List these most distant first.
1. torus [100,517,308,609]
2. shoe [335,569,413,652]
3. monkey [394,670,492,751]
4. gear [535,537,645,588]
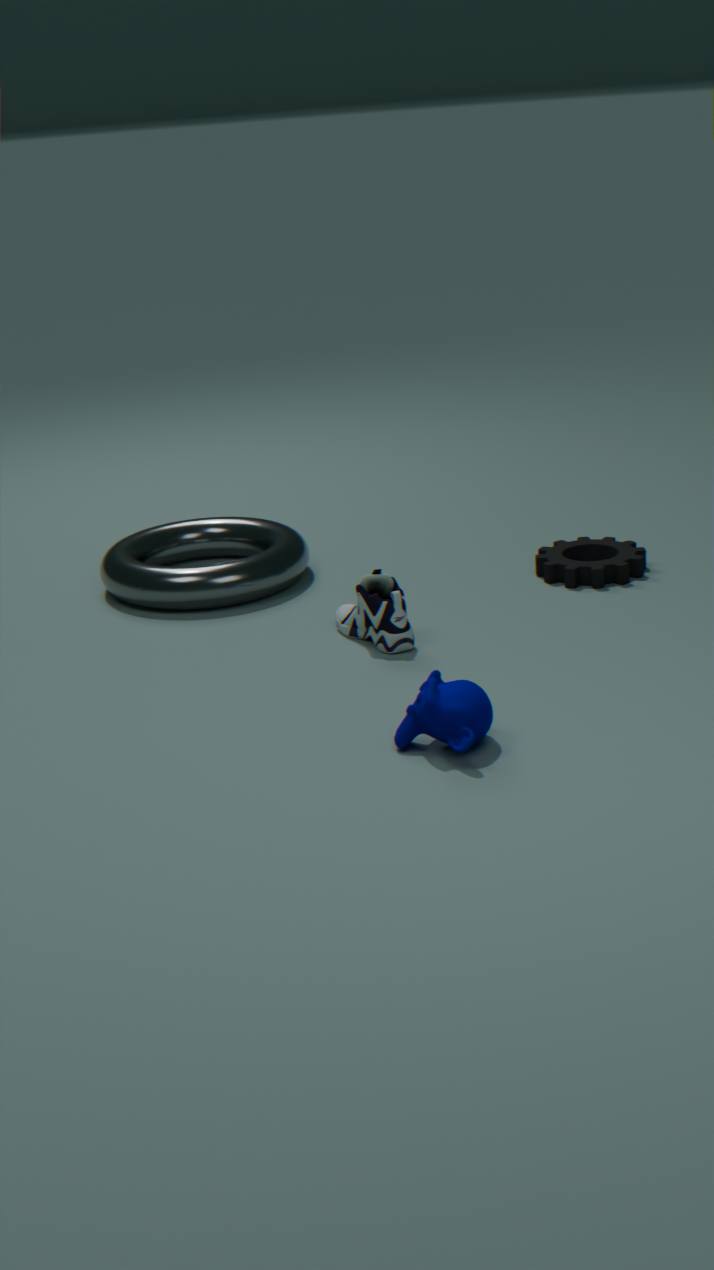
torus [100,517,308,609]
gear [535,537,645,588]
shoe [335,569,413,652]
monkey [394,670,492,751]
